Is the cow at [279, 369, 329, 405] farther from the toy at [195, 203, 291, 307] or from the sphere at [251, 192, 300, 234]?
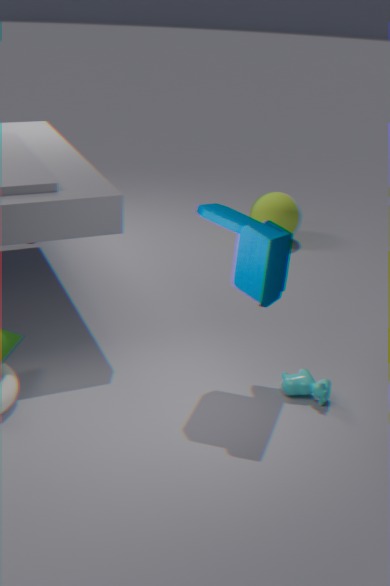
the sphere at [251, 192, 300, 234]
